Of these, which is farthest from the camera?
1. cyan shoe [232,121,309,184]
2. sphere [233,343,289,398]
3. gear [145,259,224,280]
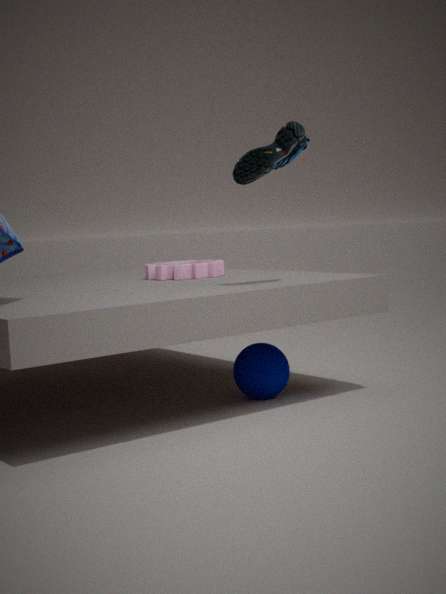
gear [145,259,224,280]
